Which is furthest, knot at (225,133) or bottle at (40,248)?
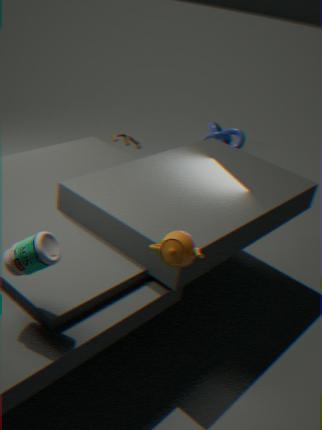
knot at (225,133)
